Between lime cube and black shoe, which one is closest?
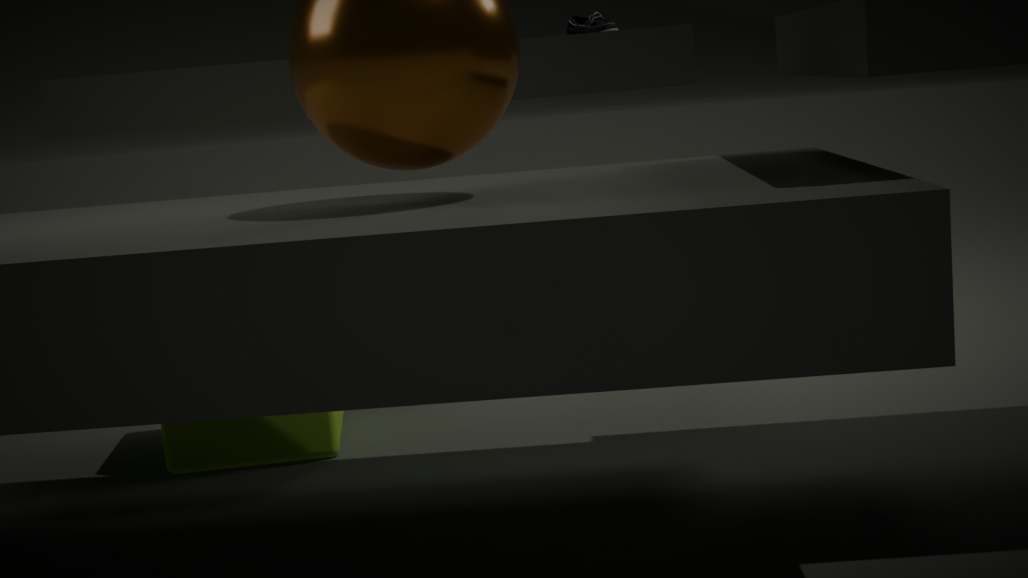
lime cube
